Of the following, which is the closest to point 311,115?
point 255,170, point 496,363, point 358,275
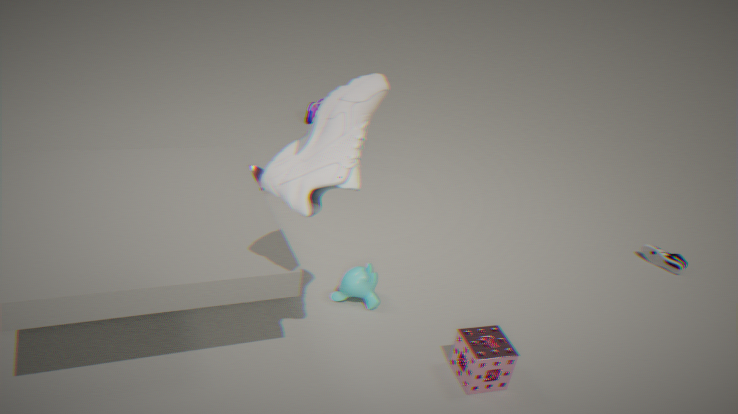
point 255,170
